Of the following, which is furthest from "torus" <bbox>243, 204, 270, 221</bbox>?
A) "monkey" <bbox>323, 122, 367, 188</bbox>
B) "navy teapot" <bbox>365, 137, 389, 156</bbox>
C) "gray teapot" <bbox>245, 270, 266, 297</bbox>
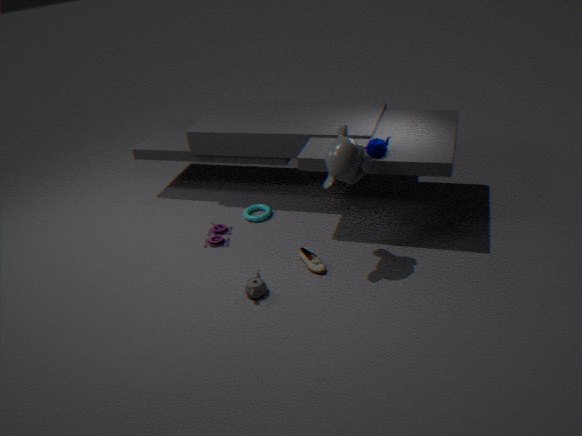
"navy teapot" <bbox>365, 137, 389, 156</bbox>
